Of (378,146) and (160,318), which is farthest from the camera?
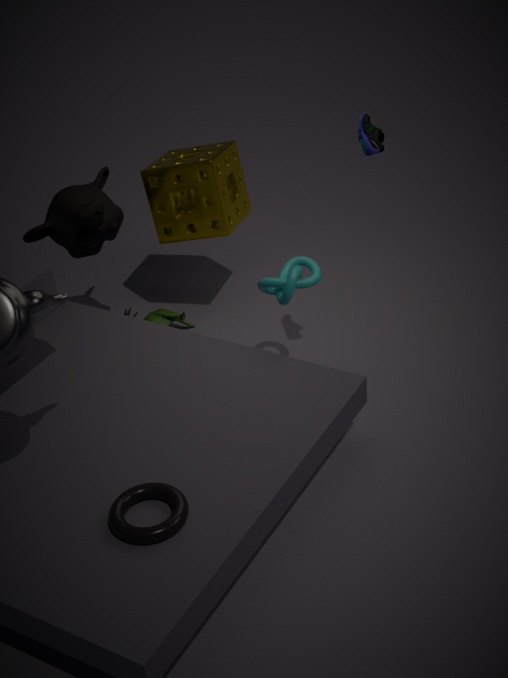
(160,318)
